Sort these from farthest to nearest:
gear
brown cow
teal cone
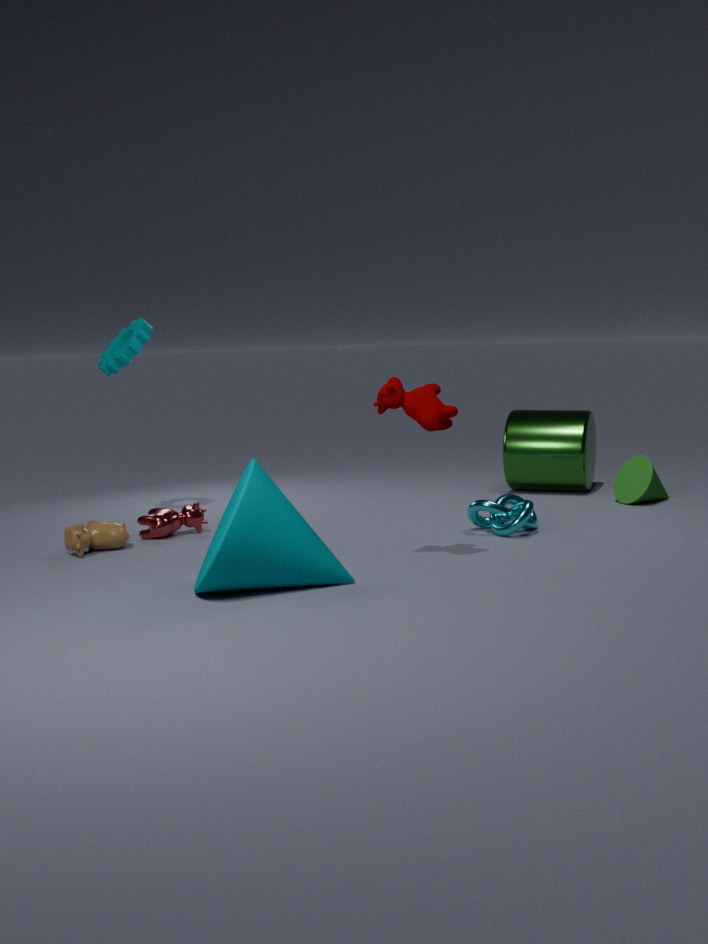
1. gear
2. brown cow
3. teal cone
